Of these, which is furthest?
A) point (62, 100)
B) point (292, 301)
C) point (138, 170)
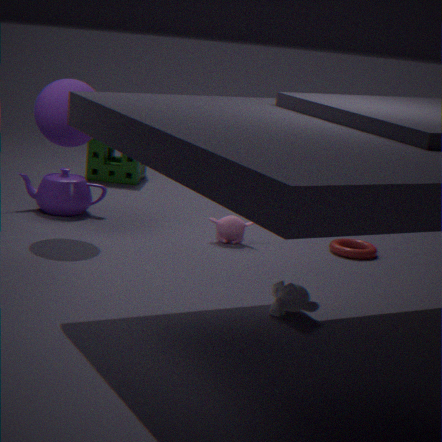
point (138, 170)
